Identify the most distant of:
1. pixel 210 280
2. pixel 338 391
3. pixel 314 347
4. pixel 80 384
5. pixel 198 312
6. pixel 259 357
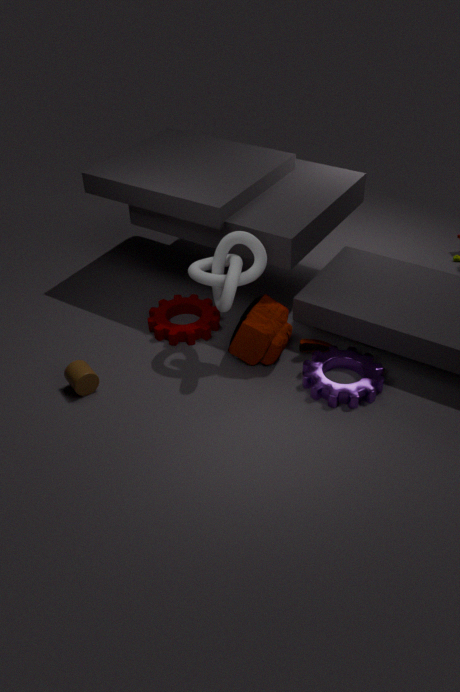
pixel 198 312
